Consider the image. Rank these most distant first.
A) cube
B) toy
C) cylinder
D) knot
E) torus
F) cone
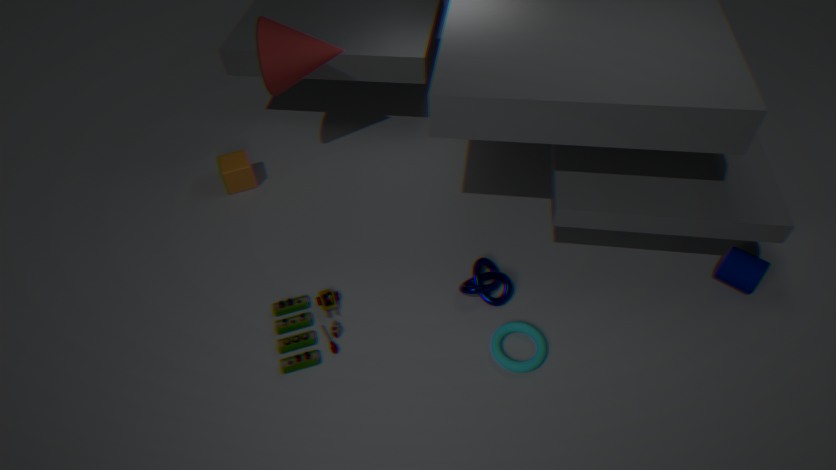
1. cube
2. cone
3. knot
4. cylinder
5. toy
6. torus
